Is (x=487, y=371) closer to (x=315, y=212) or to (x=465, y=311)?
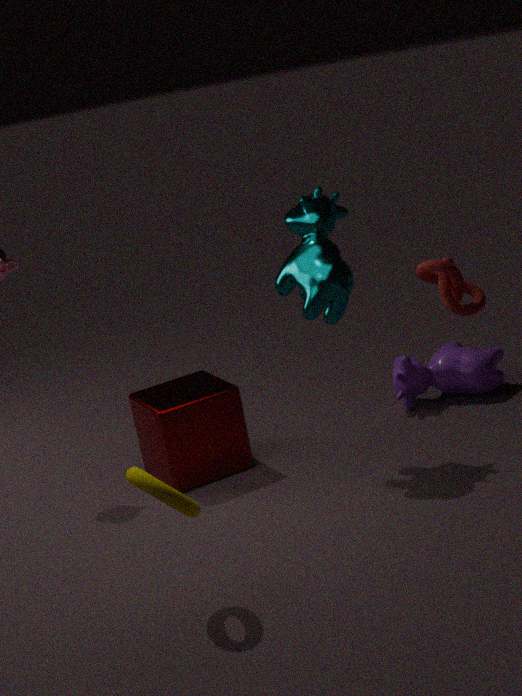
(x=315, y=212)
